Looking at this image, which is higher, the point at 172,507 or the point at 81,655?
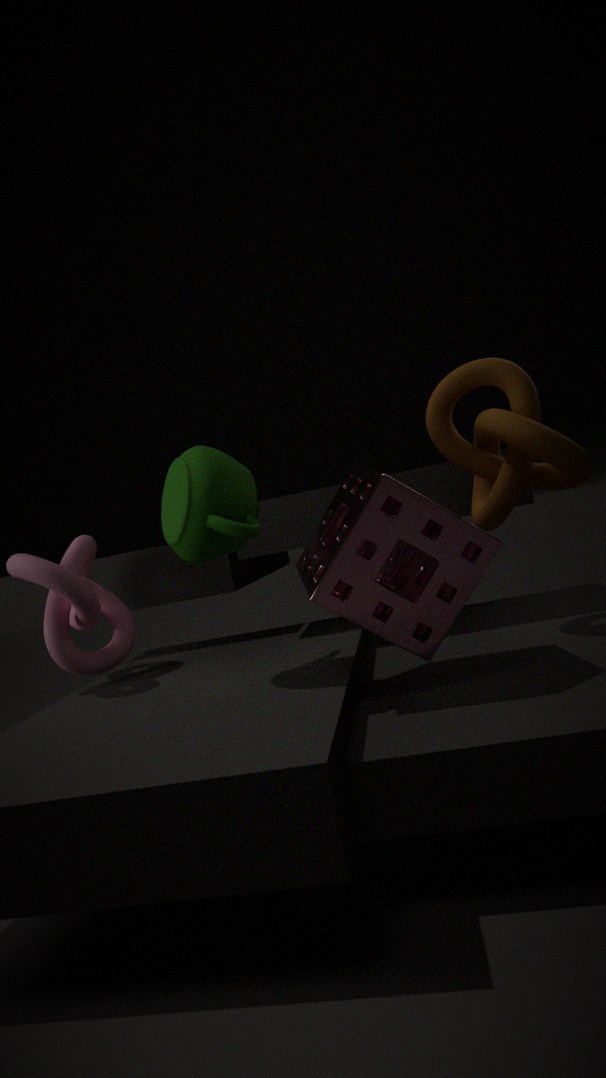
the point at 172,507
